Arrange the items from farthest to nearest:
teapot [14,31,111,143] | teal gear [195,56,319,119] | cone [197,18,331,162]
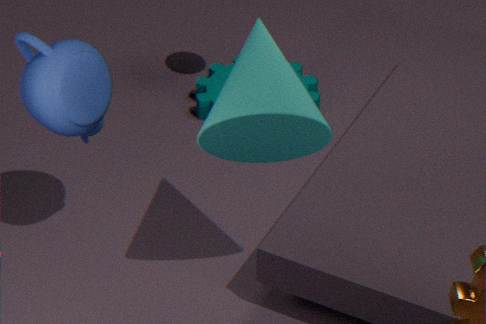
1. teal gear [195,56,319,119]
2. teapot [14,31,111,143]
3. cone [197,18,331,162]
